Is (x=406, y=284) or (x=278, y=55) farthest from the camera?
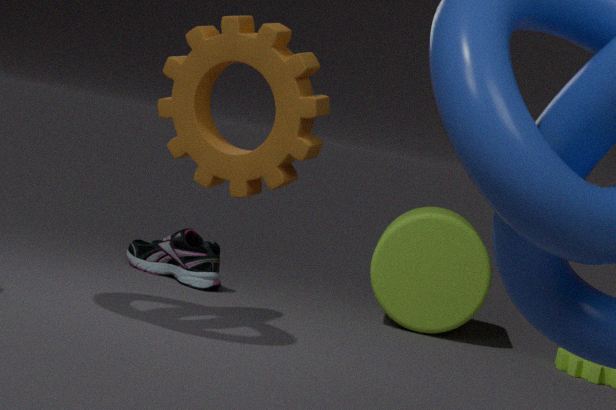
(x=406, y=284)
